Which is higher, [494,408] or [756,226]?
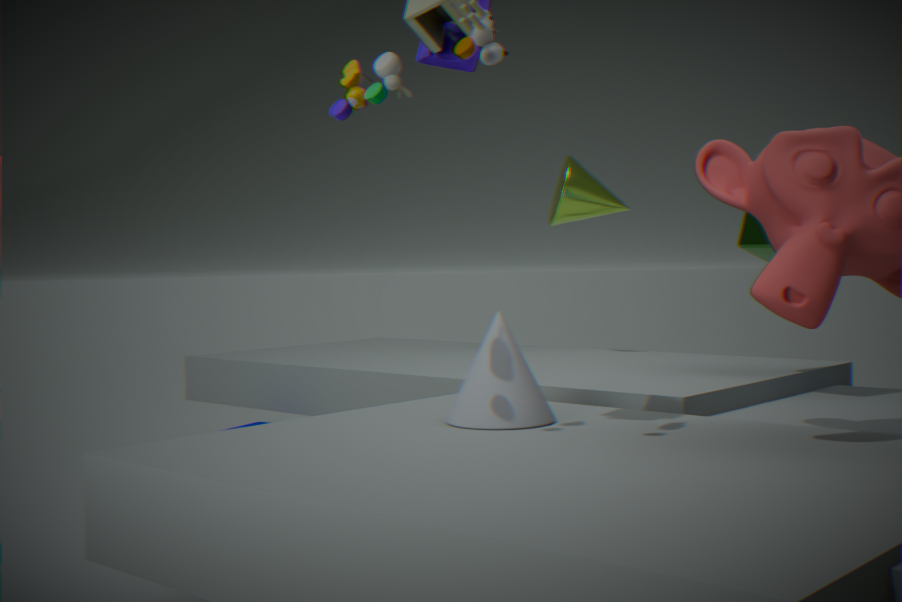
[756,226]
